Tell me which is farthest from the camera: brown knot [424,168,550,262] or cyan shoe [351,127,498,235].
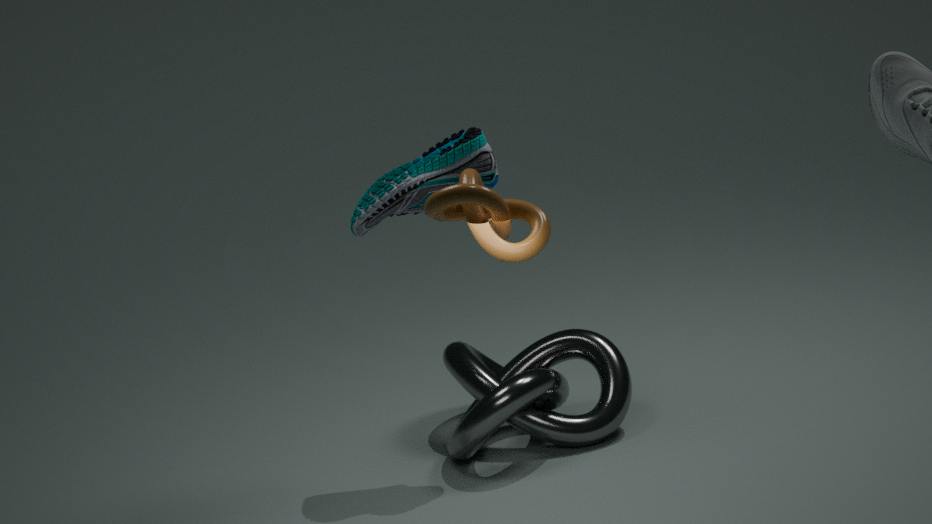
cyan shoe [351,127,498,235]
